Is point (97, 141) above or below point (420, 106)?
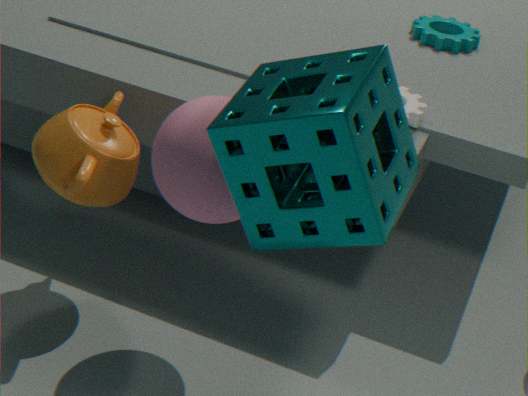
below
